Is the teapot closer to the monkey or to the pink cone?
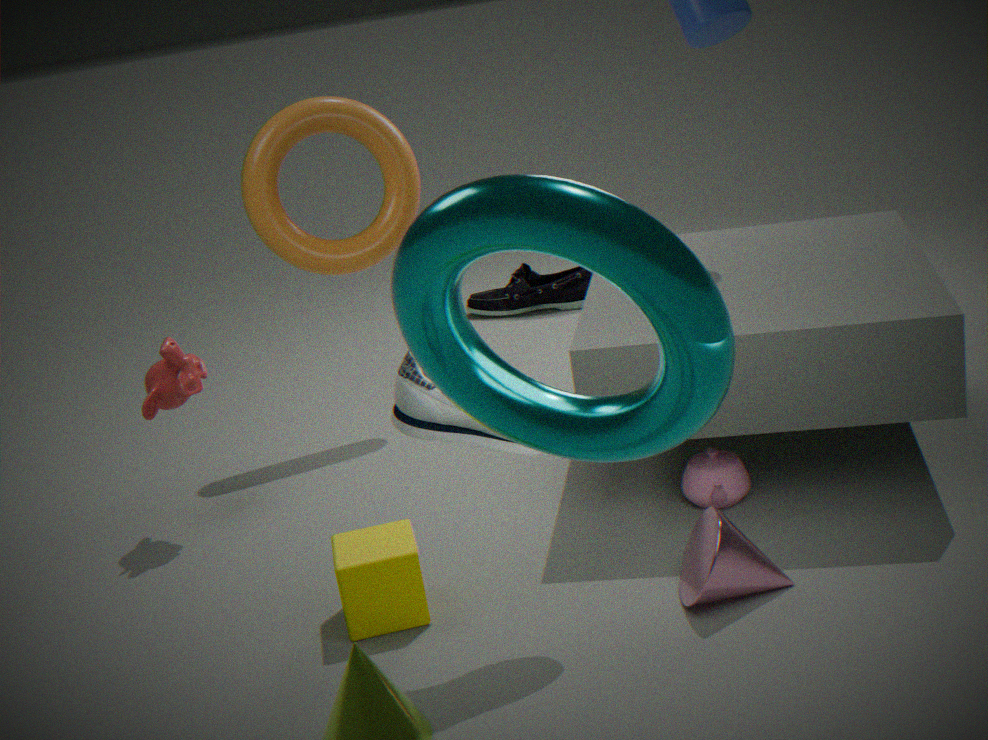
the pink cone
